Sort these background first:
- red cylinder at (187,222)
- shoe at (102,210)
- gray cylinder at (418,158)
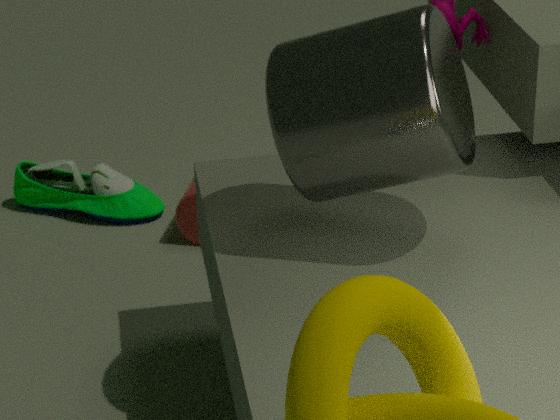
shoe at (102,210) < red cylinder at (187,222) < gray cylinder at (418,158)
